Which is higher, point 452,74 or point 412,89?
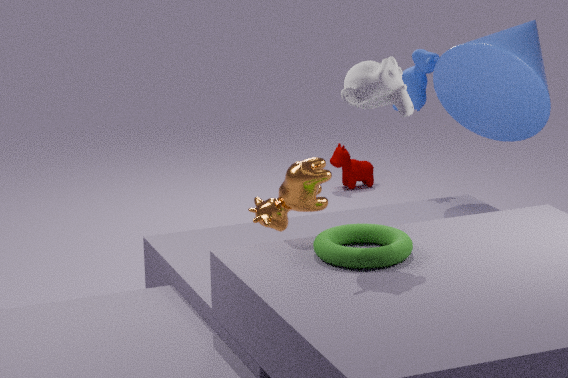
point 452,74
